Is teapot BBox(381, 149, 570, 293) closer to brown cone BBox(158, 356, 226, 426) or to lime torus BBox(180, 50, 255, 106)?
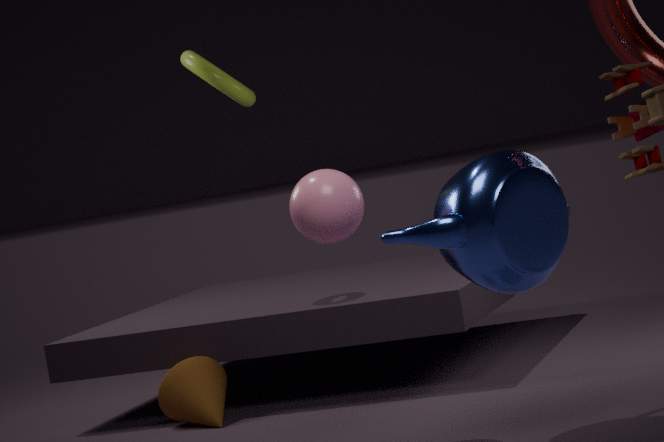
brown cone BBox(158, 356, 226, 426)
